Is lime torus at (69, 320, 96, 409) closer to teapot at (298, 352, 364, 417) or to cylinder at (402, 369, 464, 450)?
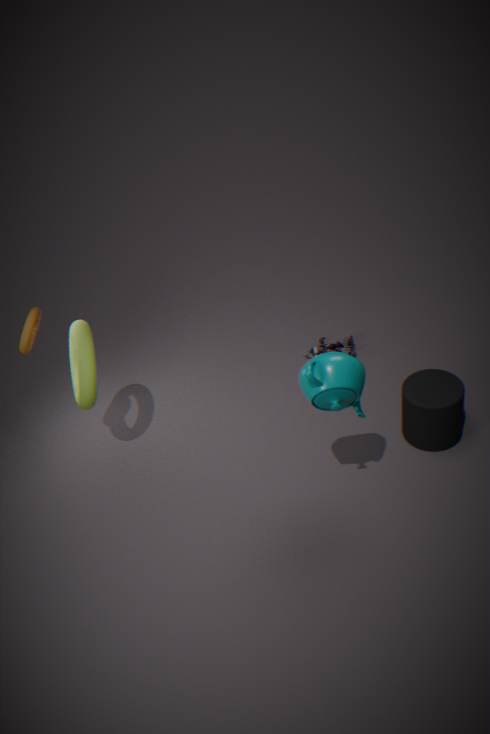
teapot at (298, 352, 364, 417)
